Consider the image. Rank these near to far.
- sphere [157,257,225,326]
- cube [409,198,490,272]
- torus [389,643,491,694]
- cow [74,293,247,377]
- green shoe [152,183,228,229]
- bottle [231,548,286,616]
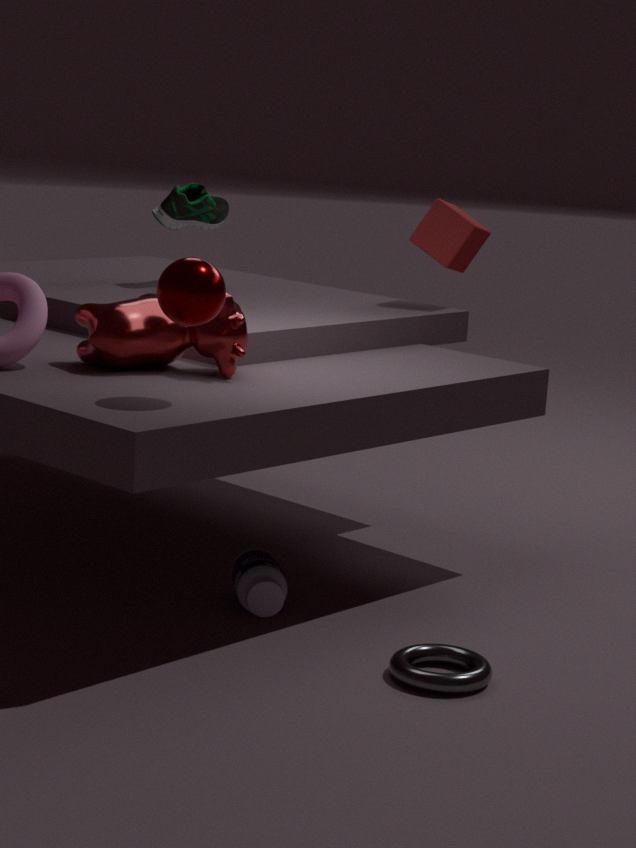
torus [389,643,491,694], sphere [157,257,225,326], bottle [231,548,286,616], cow [74,293,247,377], cube [409,198,490,272], green shoe [152,183,228,229]
